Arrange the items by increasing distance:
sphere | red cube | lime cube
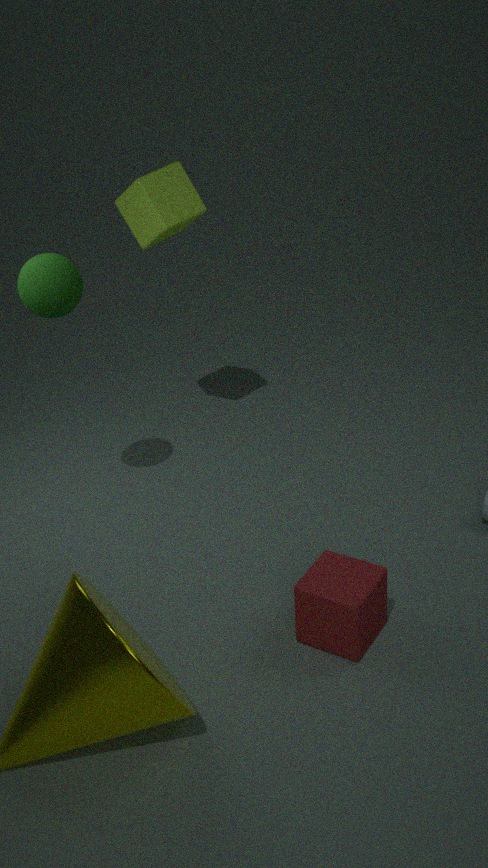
1. red cube
2. sphere
3. lime cube
